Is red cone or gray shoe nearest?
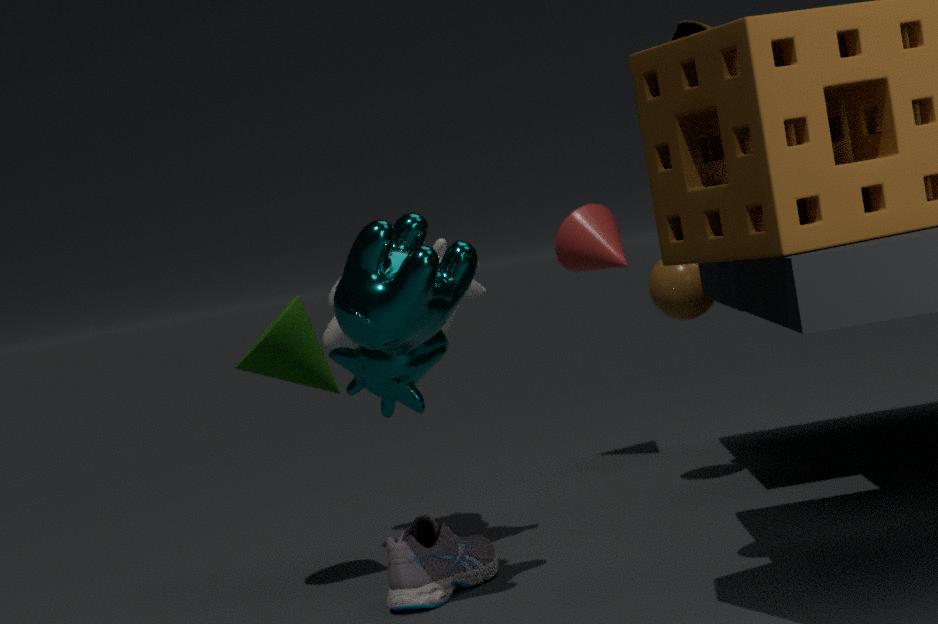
gray shoe
